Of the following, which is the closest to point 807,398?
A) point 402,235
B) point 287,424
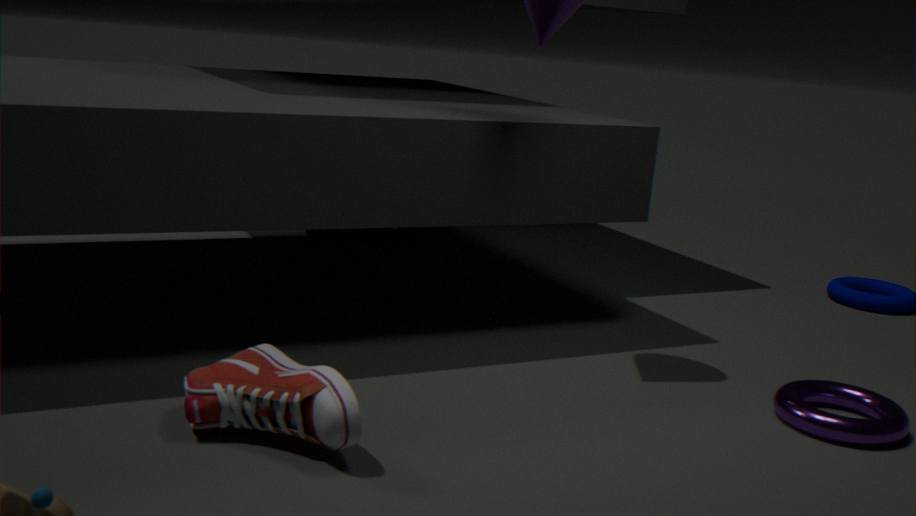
point 287,424
